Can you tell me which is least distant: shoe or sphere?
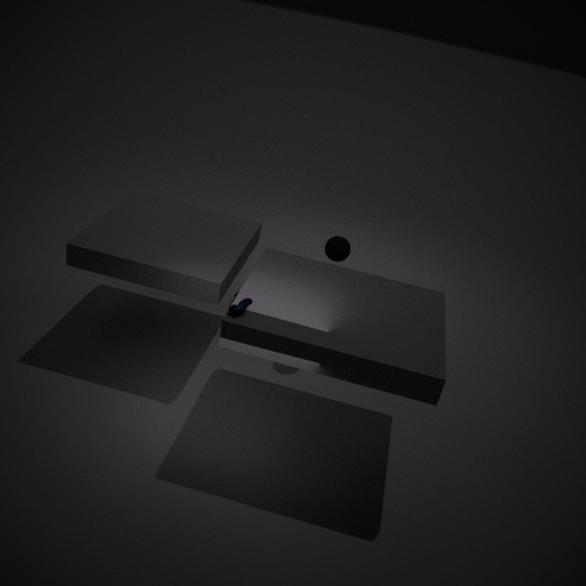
shoe
